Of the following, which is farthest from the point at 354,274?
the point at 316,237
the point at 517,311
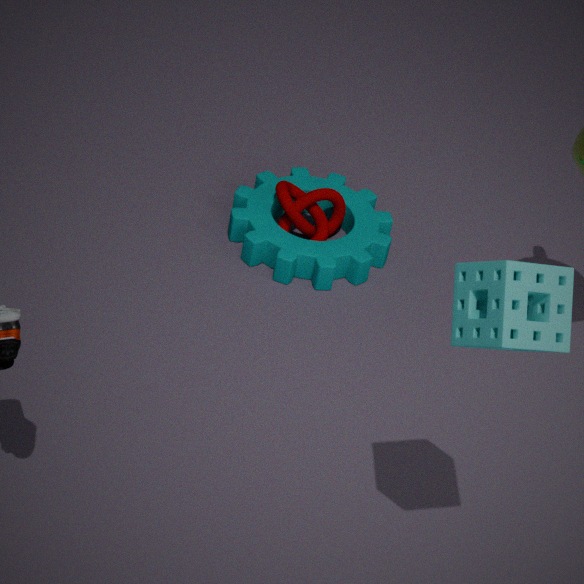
the point at 517,311
